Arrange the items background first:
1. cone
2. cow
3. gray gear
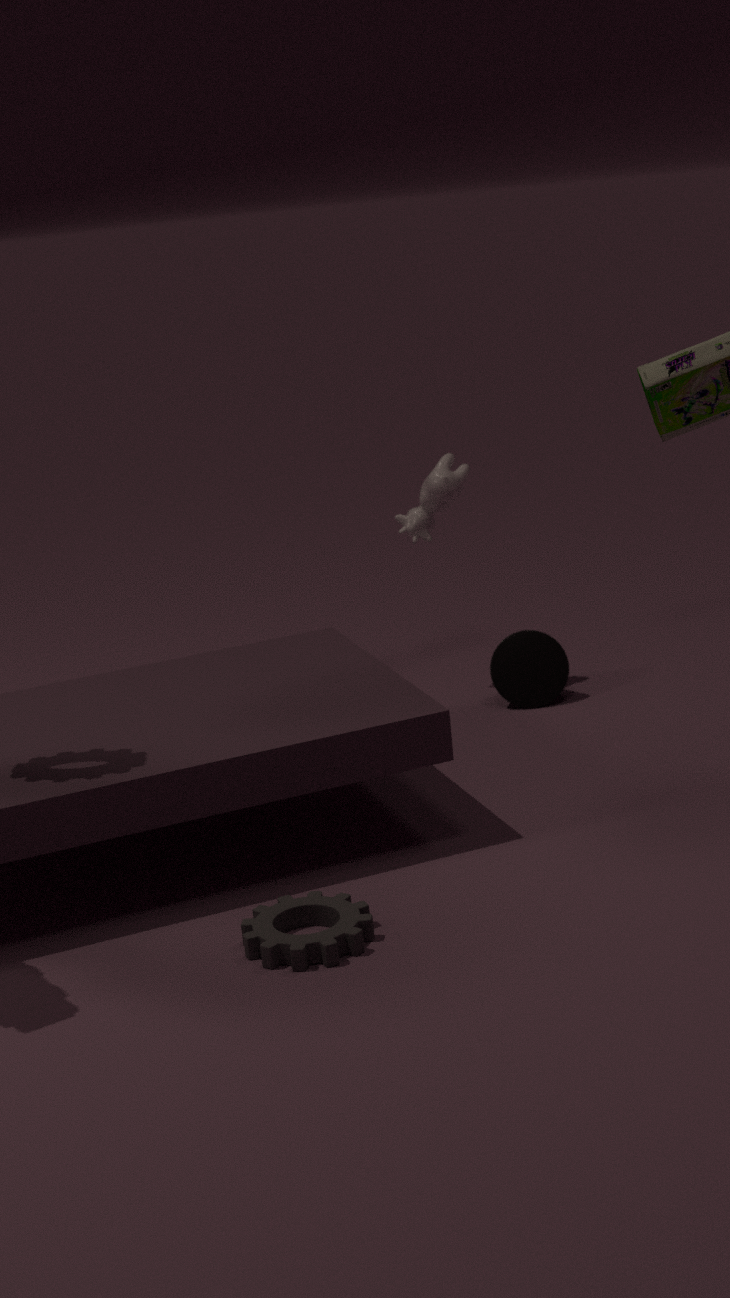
cone → cow → gray gear
